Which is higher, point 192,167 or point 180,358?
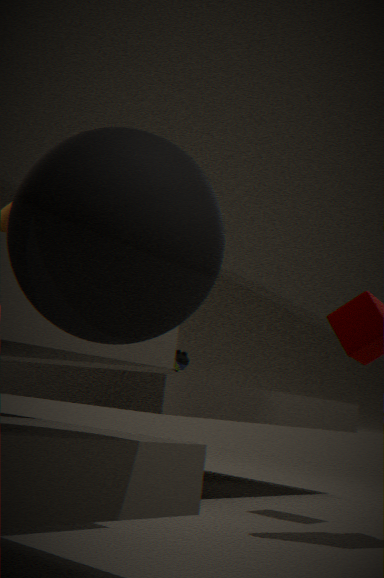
point 192,167
